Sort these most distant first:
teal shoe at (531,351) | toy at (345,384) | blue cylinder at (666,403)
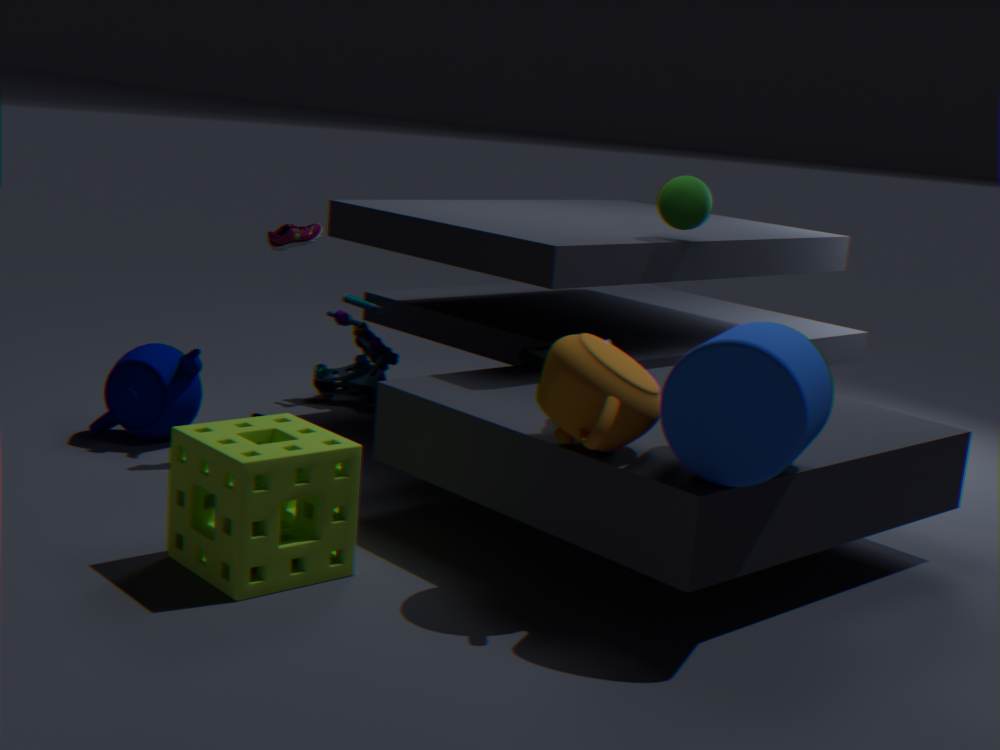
toy at (345,384) < teal shoe at (531,351) < blue cylinder at (666,403)
